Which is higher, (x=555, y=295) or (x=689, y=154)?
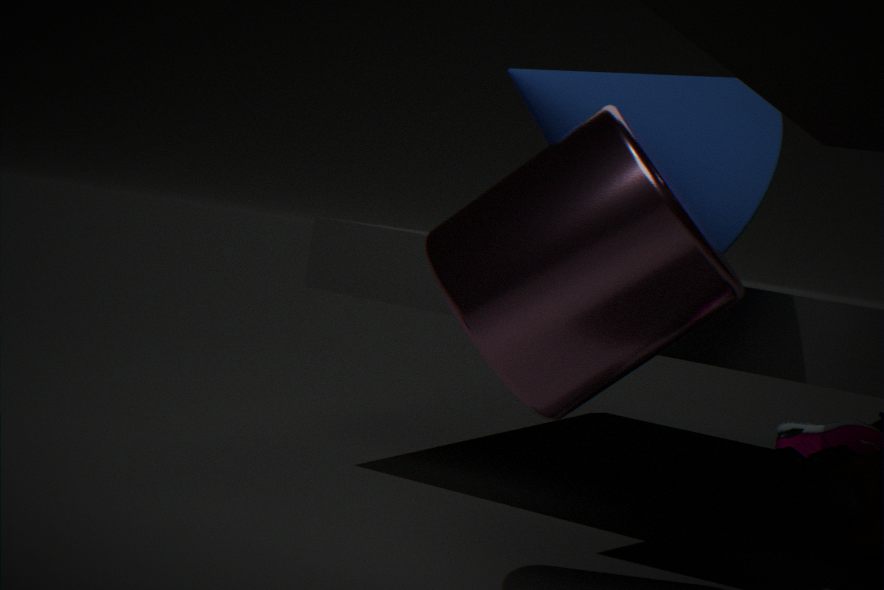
(x=689, y=154)
